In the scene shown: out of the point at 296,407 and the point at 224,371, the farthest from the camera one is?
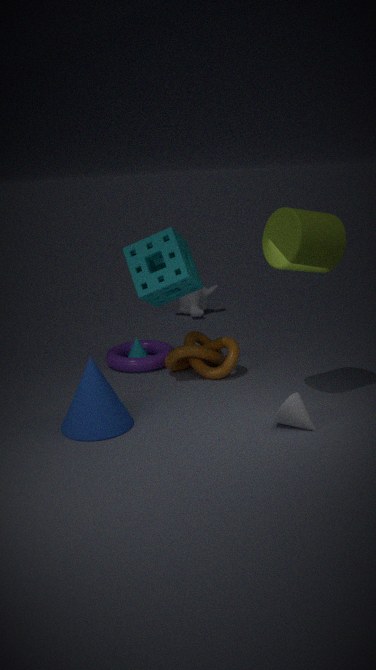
the point at 224,371
